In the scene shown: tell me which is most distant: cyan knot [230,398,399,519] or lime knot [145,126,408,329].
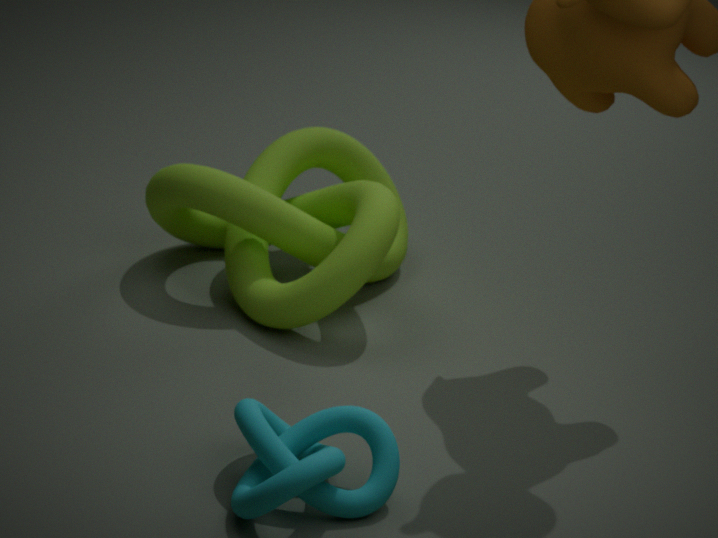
lime knot [145,126,408,329]
